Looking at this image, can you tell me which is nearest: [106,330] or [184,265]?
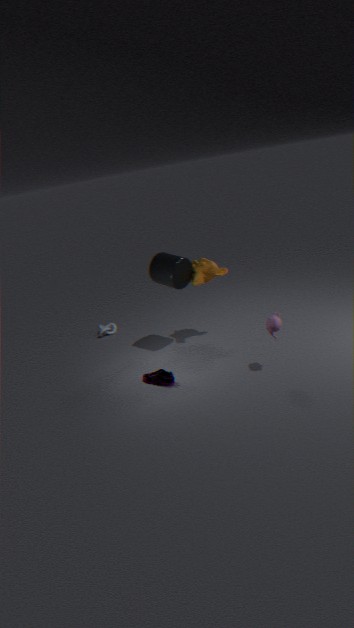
[184,265]
